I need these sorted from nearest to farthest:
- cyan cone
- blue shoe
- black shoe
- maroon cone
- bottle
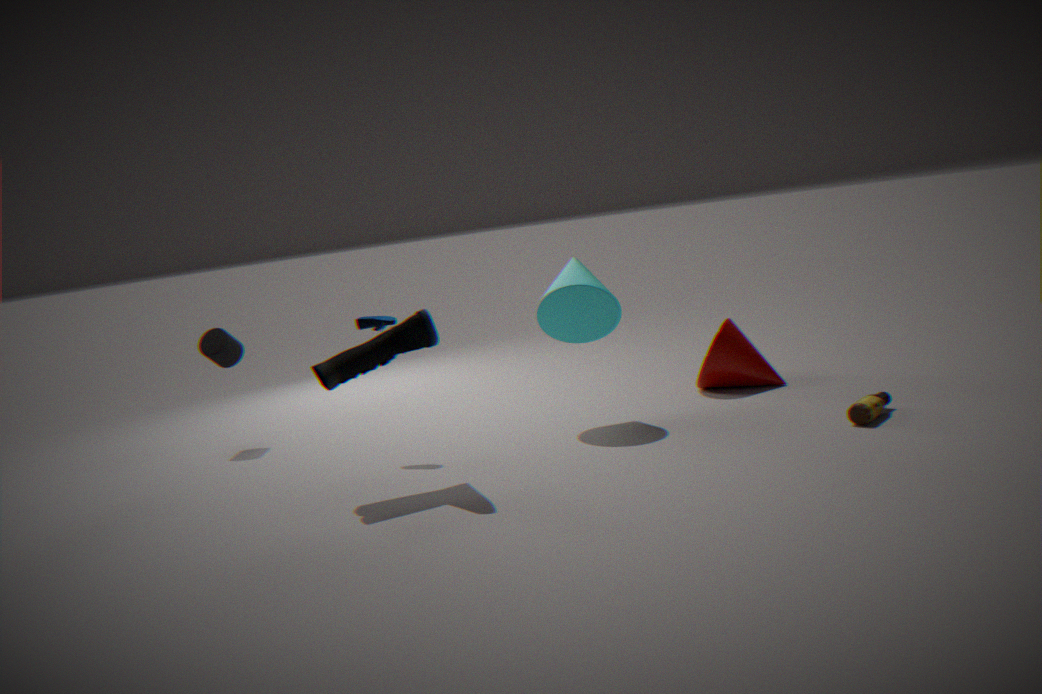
black shoe
bottle
cyan cone
blue shoe
maroon cone
